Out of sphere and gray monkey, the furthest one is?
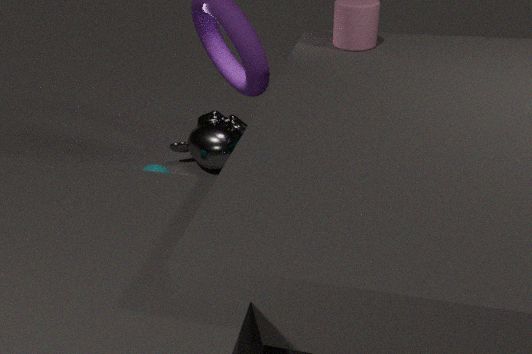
gray monkey
